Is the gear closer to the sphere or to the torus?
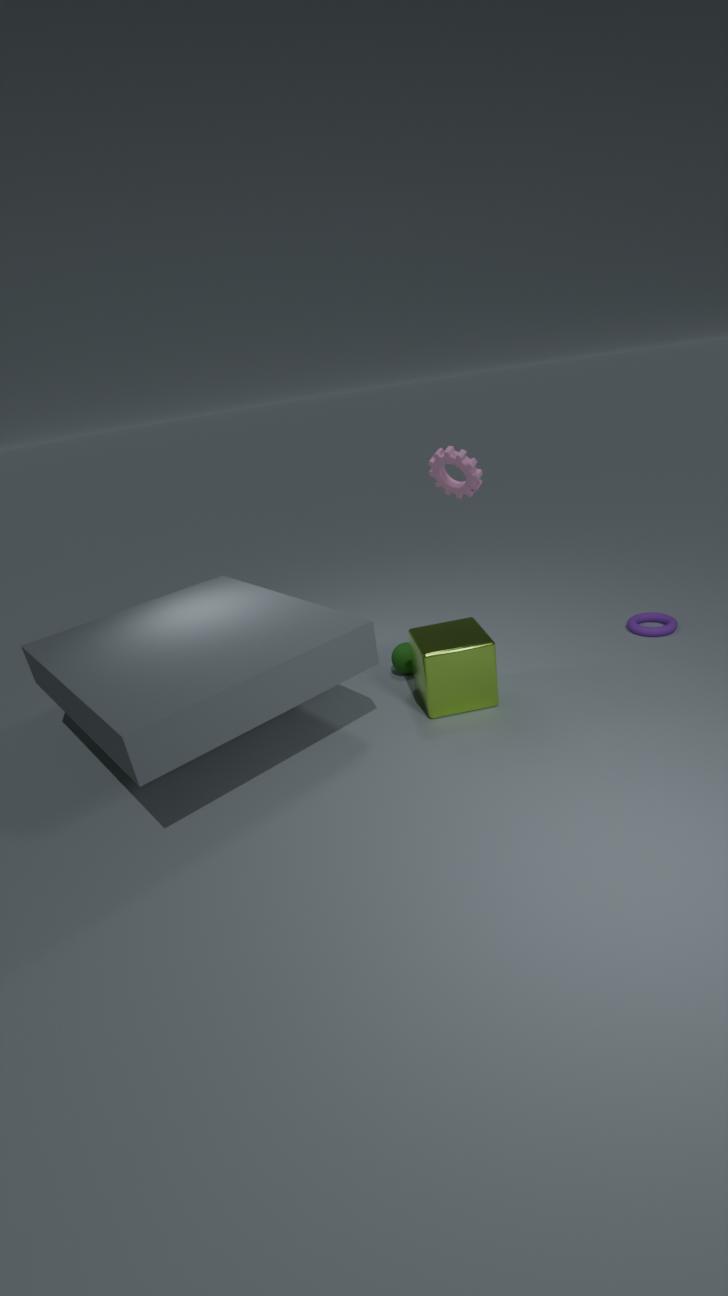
the sphere
